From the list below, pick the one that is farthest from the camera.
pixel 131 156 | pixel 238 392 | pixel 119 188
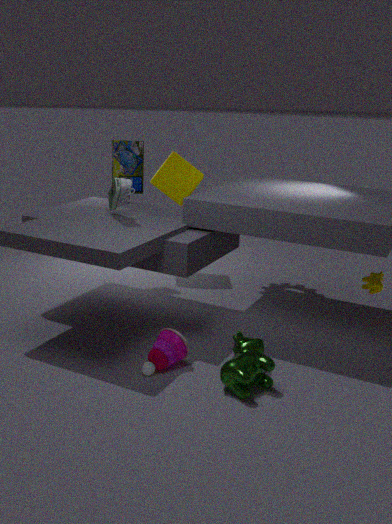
pixel 131 156
